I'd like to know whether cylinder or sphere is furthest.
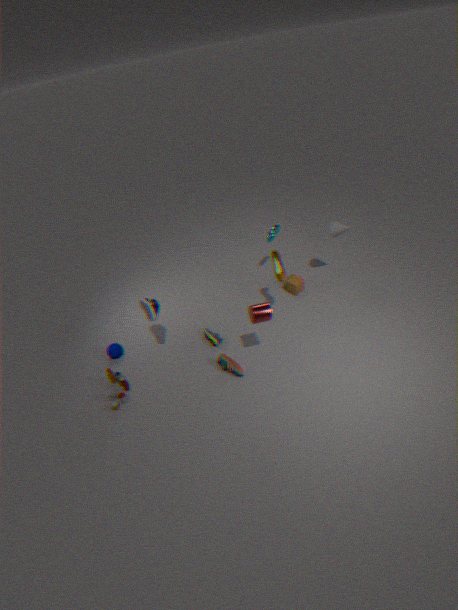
sphere
